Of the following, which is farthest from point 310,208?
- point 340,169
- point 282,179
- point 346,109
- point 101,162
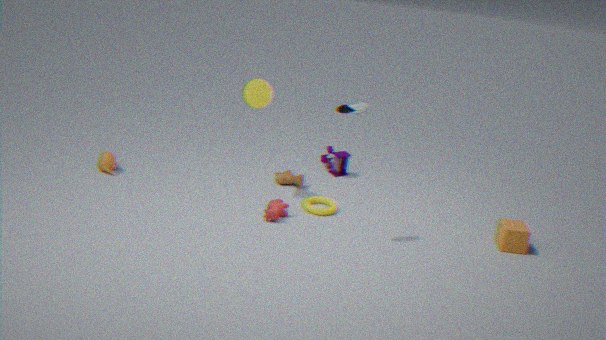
point 101,162
